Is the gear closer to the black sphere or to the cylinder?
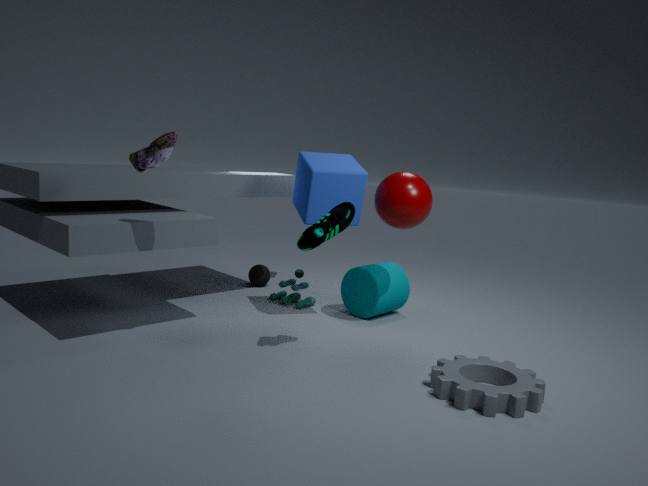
the cylinder
